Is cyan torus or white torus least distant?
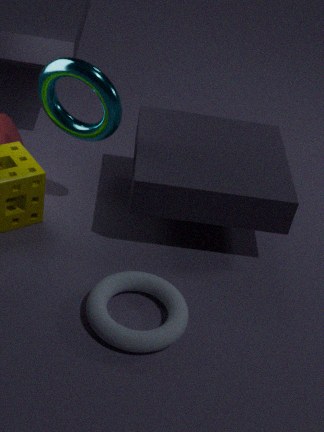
white torus
